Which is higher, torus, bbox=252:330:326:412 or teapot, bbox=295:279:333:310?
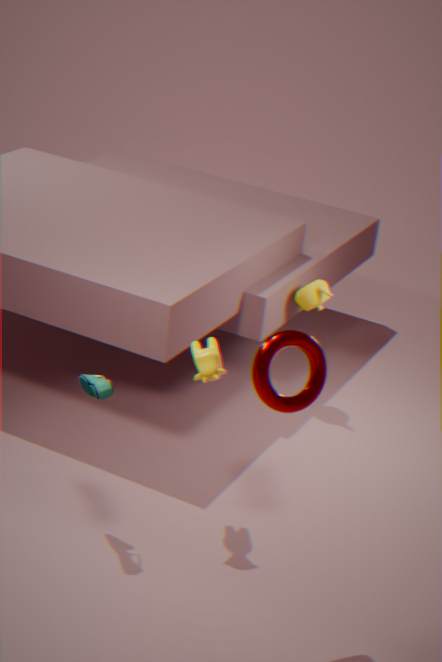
torus, bbox=252:330:326:412
